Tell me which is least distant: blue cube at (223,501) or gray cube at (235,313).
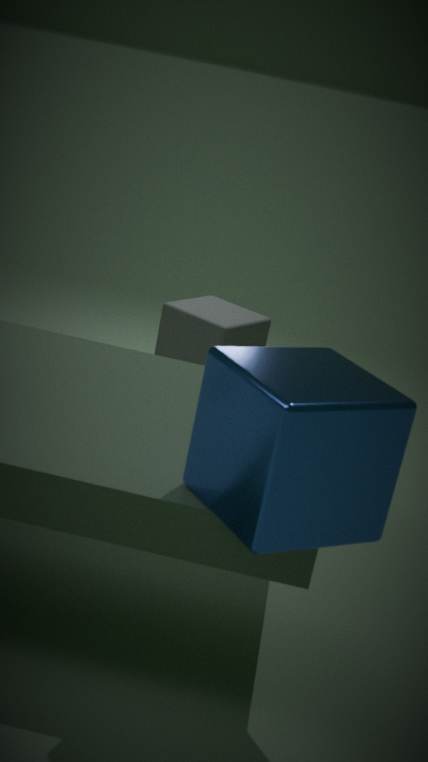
blue cube at (223,501)
